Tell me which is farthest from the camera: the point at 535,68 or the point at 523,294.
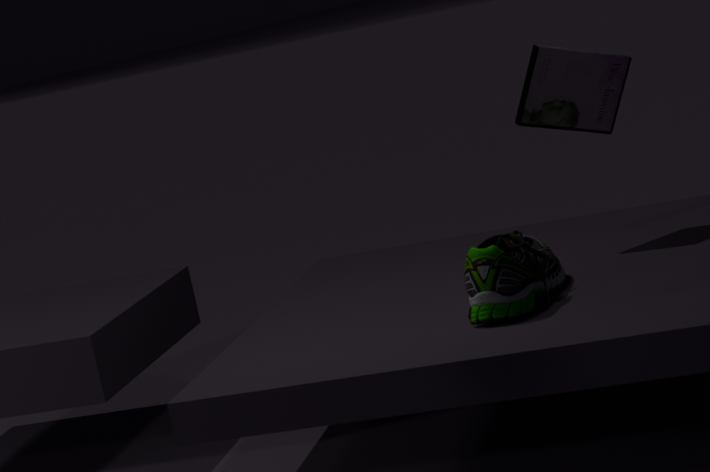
the point at 535,68
